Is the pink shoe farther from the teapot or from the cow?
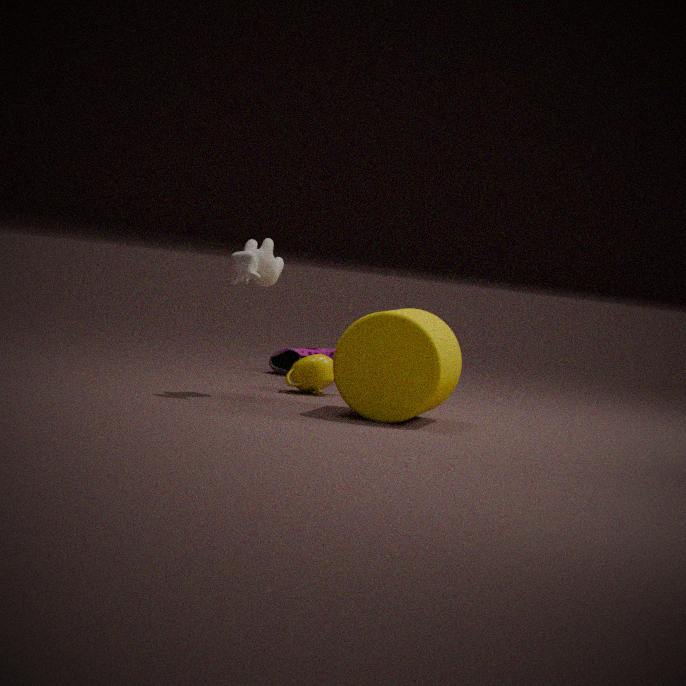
the cow
